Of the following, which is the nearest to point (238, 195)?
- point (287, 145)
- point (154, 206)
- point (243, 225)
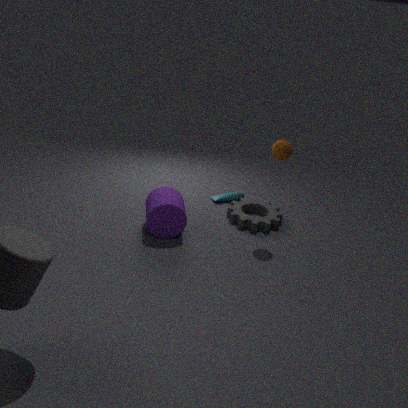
point (243, 225)
